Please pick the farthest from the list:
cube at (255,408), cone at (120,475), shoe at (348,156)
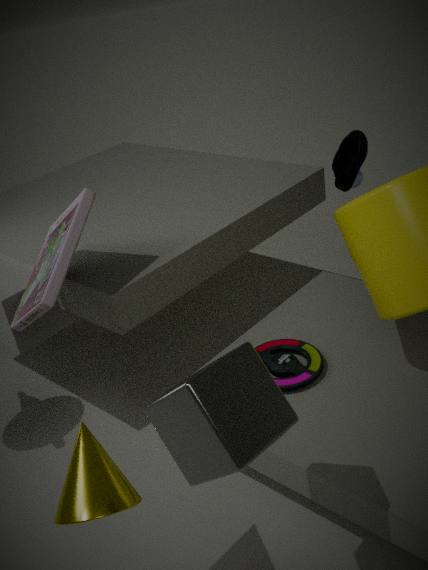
shoe at (348,156)
